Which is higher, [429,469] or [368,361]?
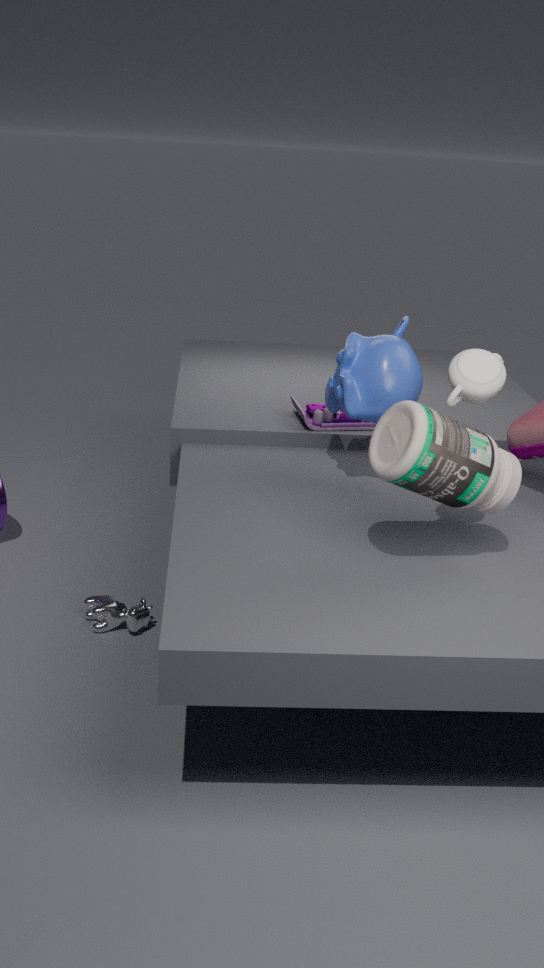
[368,361]
